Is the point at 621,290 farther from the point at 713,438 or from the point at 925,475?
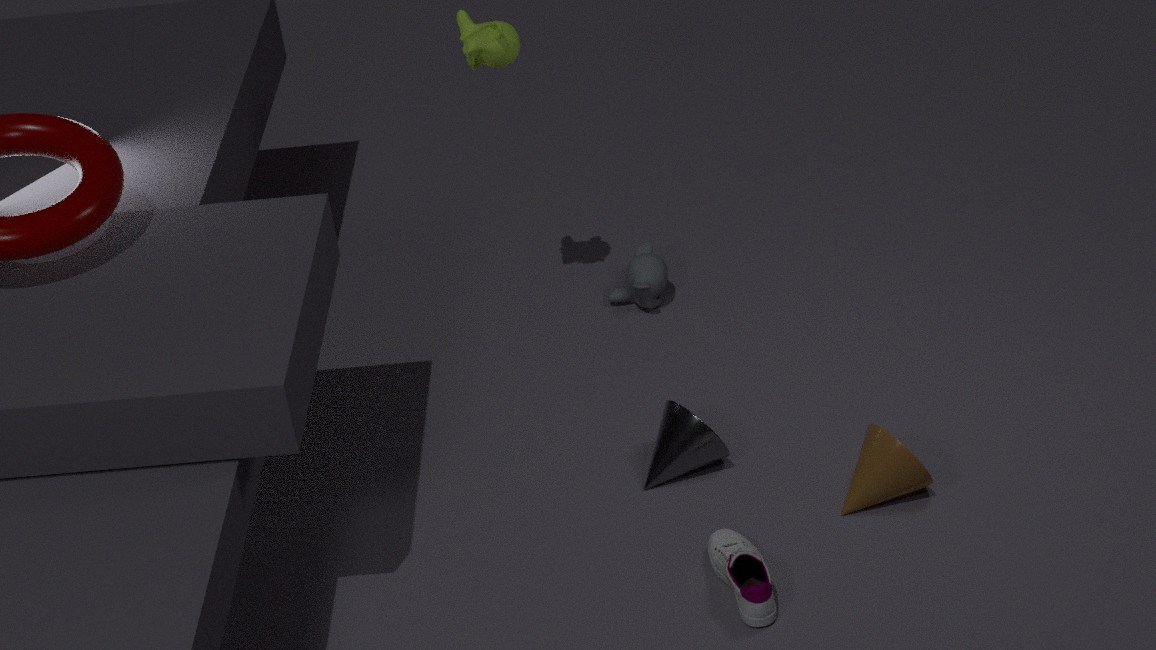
the point at 925,475
